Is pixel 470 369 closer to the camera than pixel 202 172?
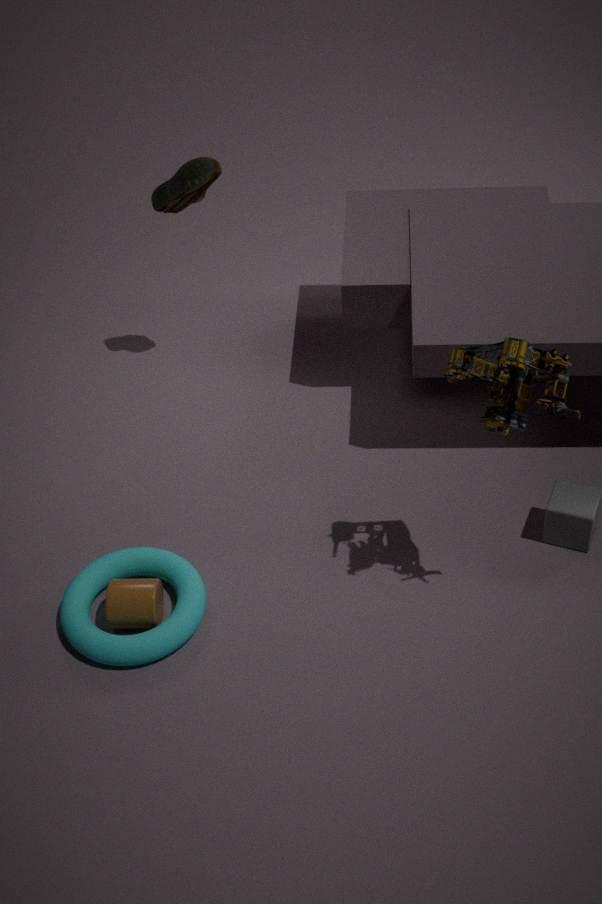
Yes
